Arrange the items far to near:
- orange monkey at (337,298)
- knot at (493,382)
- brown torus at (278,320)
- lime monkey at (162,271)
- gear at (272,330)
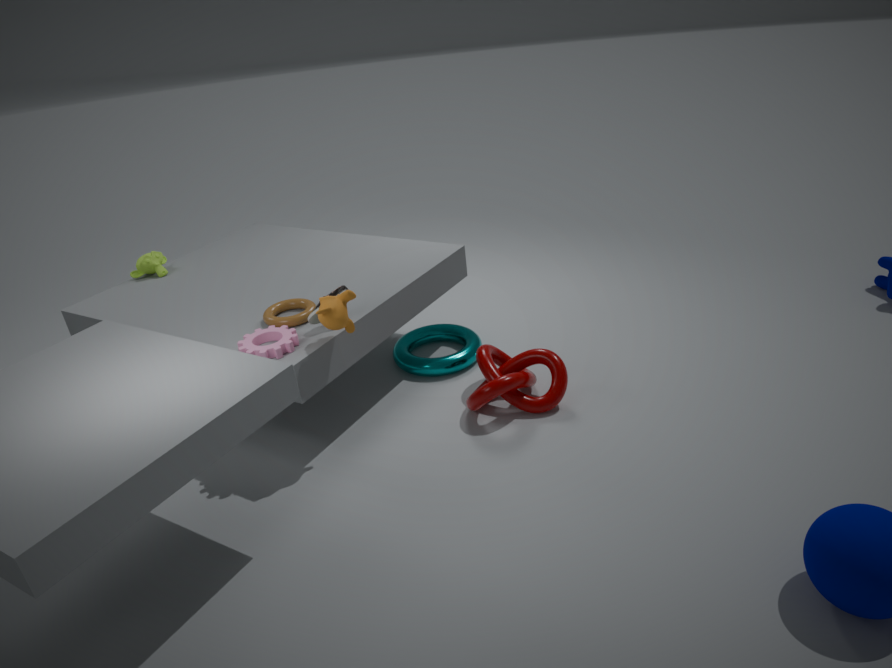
lime monkey at (162,271) → knot at (493,382) → brown torus at (278,320) → gear at (272,330) → orange monkey at (337,298)
